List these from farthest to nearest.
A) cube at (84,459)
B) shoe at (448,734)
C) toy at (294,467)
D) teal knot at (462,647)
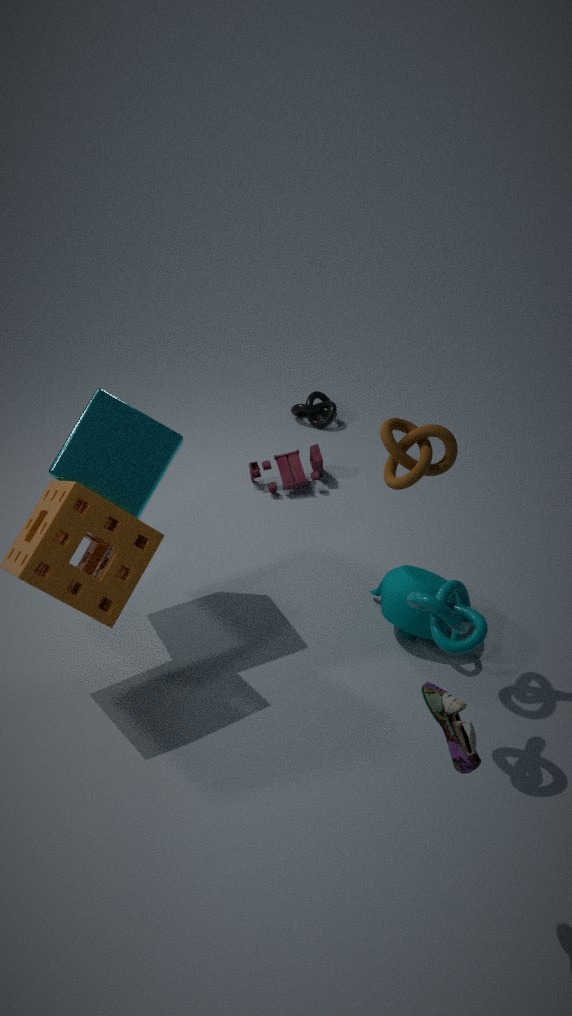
toy at (294,467) < cube at (84,459) < teal knot at (462,647) < shoe at (448,734)
